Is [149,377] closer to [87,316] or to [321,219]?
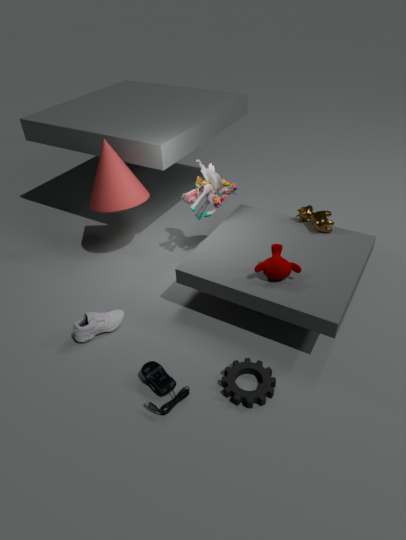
[87,316]
